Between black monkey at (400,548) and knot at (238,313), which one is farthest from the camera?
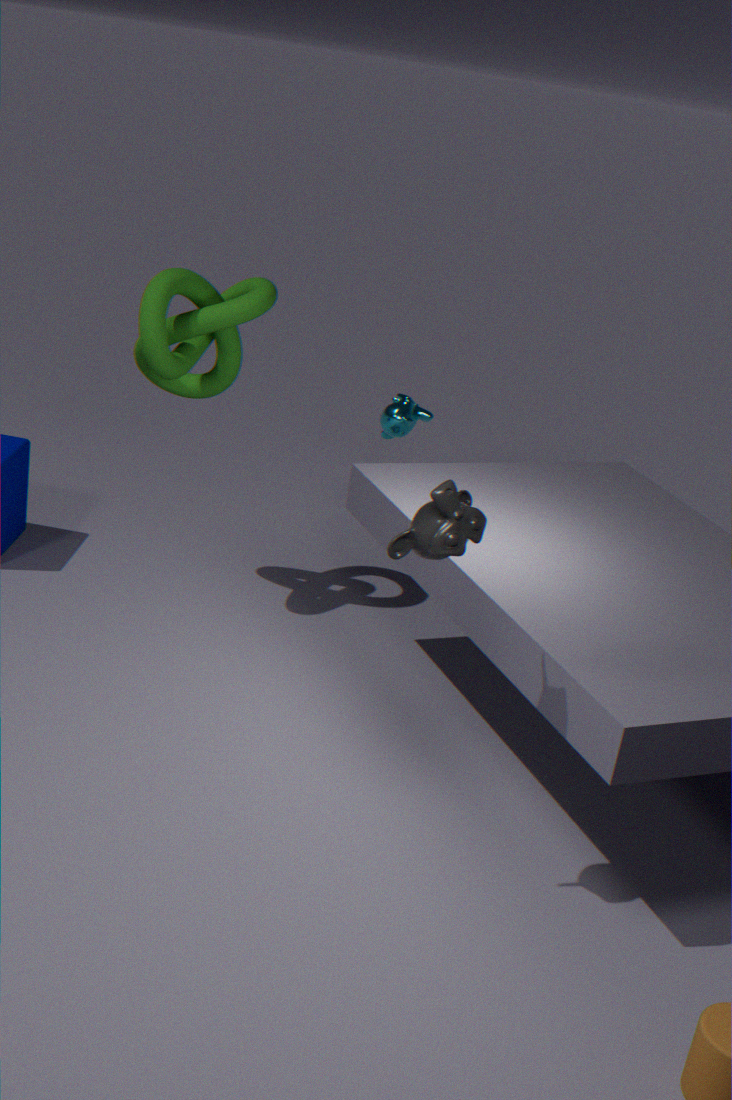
knot at (238,313)
